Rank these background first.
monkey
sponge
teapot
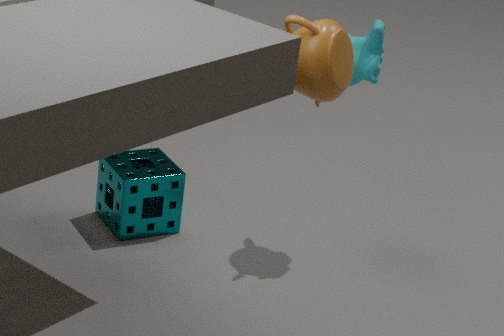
sponge → monkey → teapot
